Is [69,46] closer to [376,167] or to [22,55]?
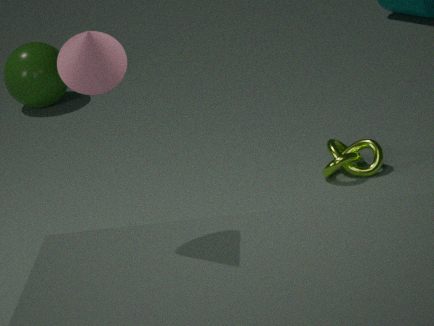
[376,167]
